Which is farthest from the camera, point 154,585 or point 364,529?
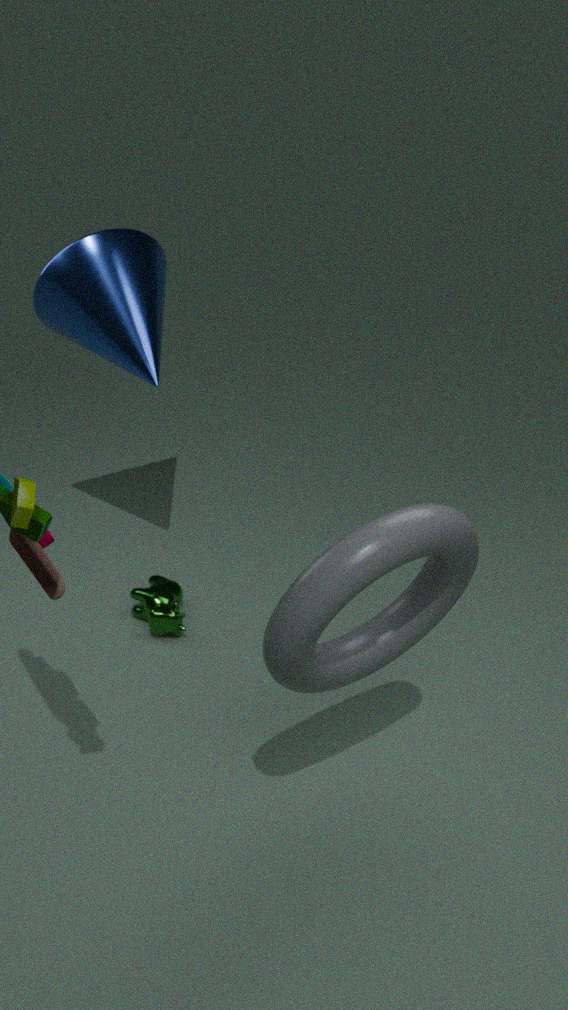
point 154,585
